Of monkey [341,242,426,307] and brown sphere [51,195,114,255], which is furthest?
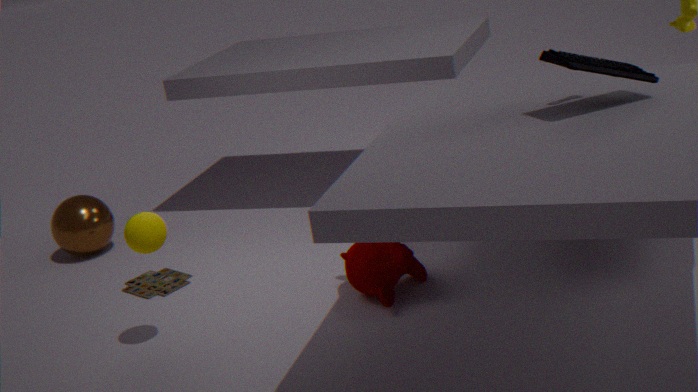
brown sphere [51,195,114,255]
